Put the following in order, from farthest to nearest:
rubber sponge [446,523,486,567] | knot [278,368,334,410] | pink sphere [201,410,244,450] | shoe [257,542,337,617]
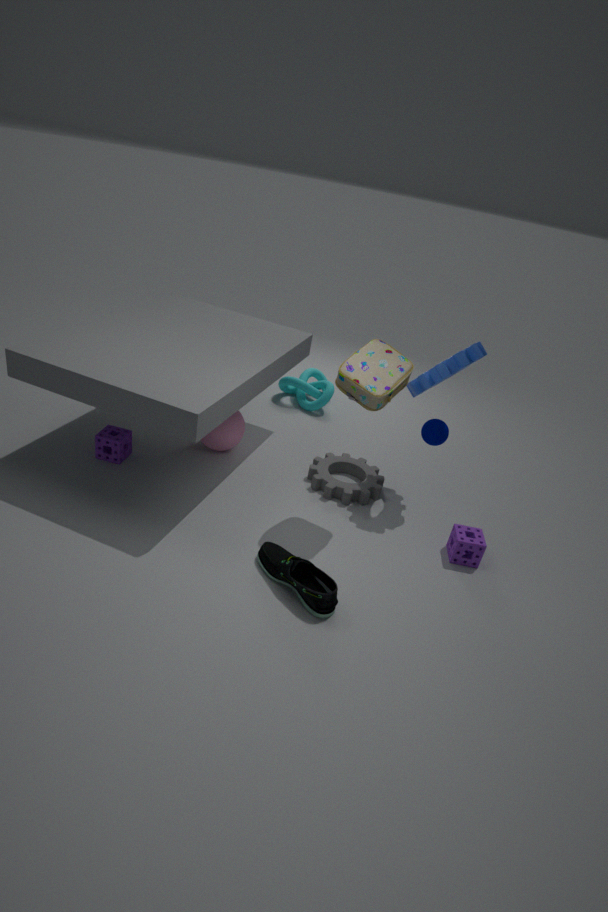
1. knot [278,368,334,410]
2. pink sphere [201,410,244,450]
3. rubber sponge [446,523,486,567]
4. shoe [257,542,337,617]
